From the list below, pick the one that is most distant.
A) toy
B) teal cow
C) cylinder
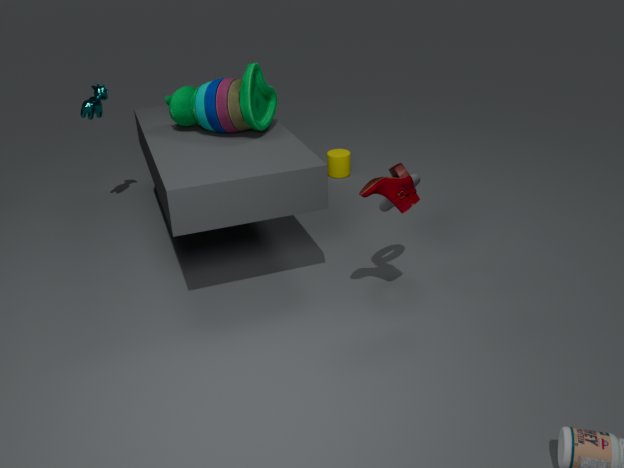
cylinder
